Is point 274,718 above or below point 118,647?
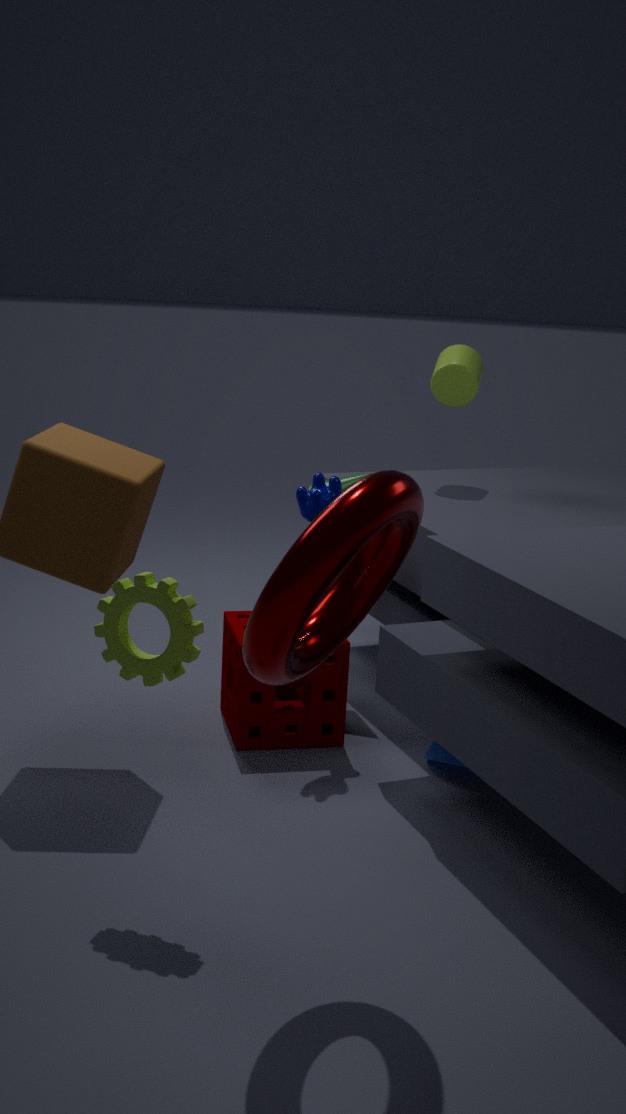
below
